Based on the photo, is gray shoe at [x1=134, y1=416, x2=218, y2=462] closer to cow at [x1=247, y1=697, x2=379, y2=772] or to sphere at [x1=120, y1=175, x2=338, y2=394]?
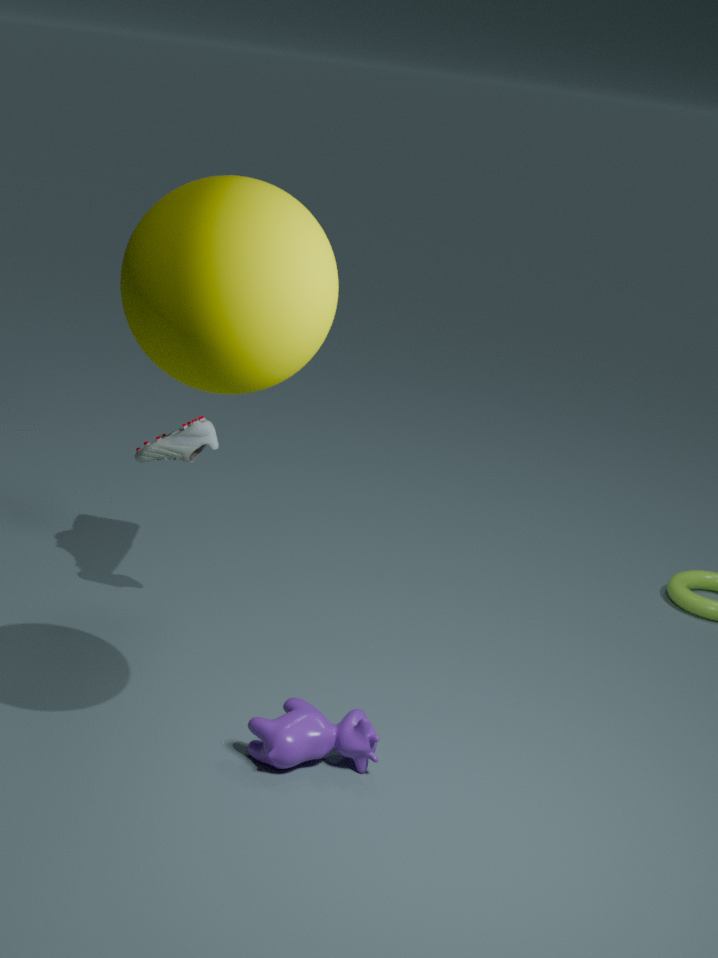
cow at [x1=247, y1=697, x2=379, y2=772]
